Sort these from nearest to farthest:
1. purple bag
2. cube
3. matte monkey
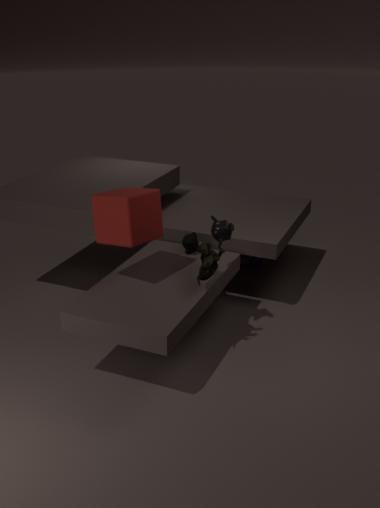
cube
matte monkey
purple bag
